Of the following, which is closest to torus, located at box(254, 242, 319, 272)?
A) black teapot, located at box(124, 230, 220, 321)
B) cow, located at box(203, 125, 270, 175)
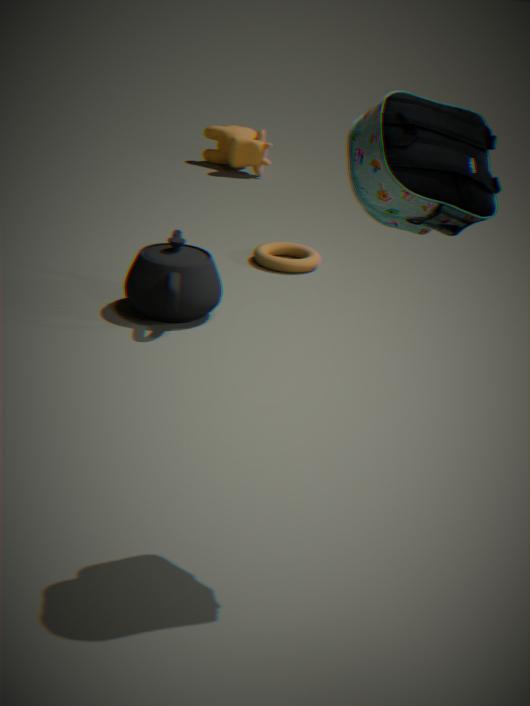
black teapot, located at box(124, 230, 220, 321)
